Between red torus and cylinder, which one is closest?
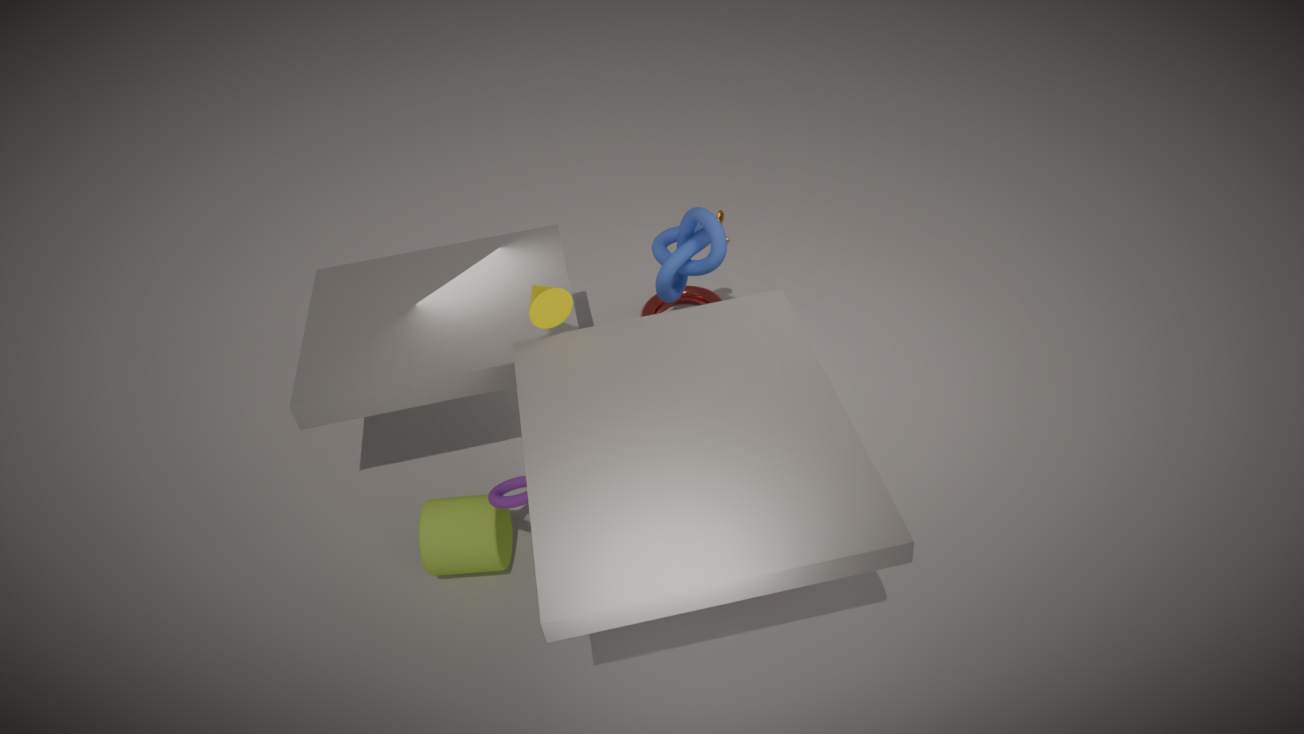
cylinder
